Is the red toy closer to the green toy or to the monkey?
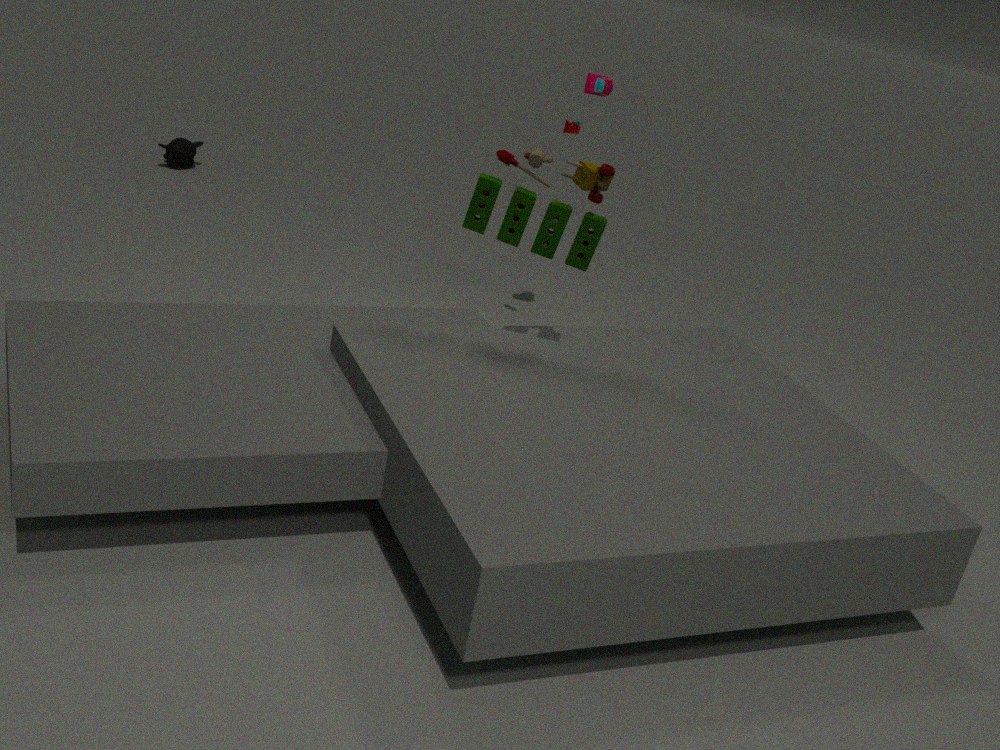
the green toy
